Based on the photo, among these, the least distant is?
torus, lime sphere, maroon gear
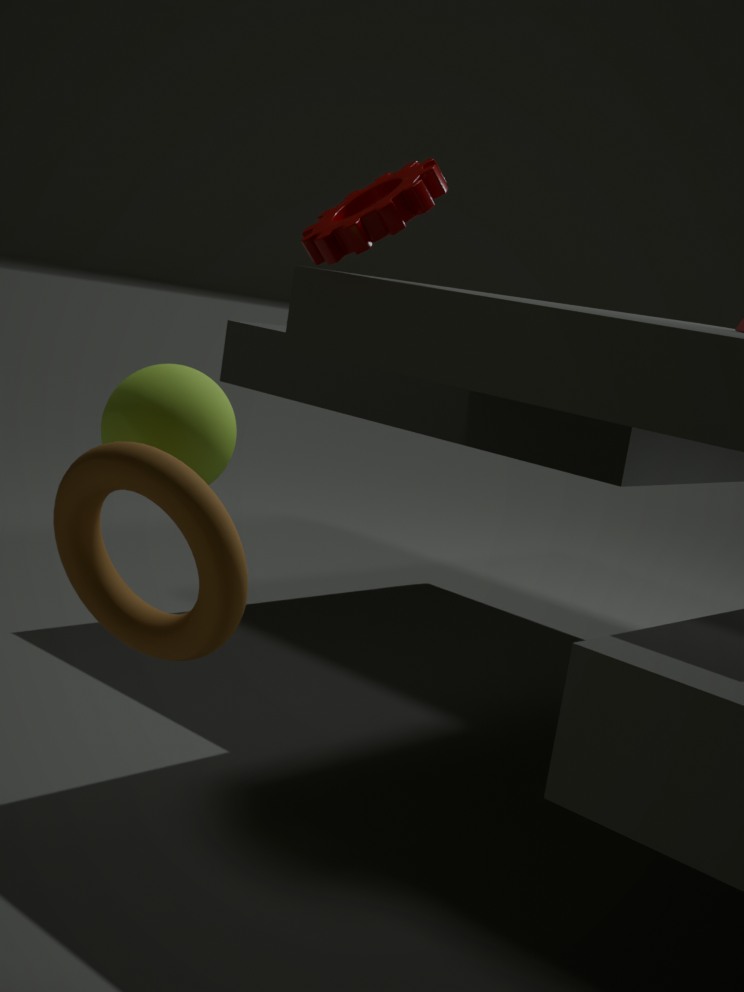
torus
